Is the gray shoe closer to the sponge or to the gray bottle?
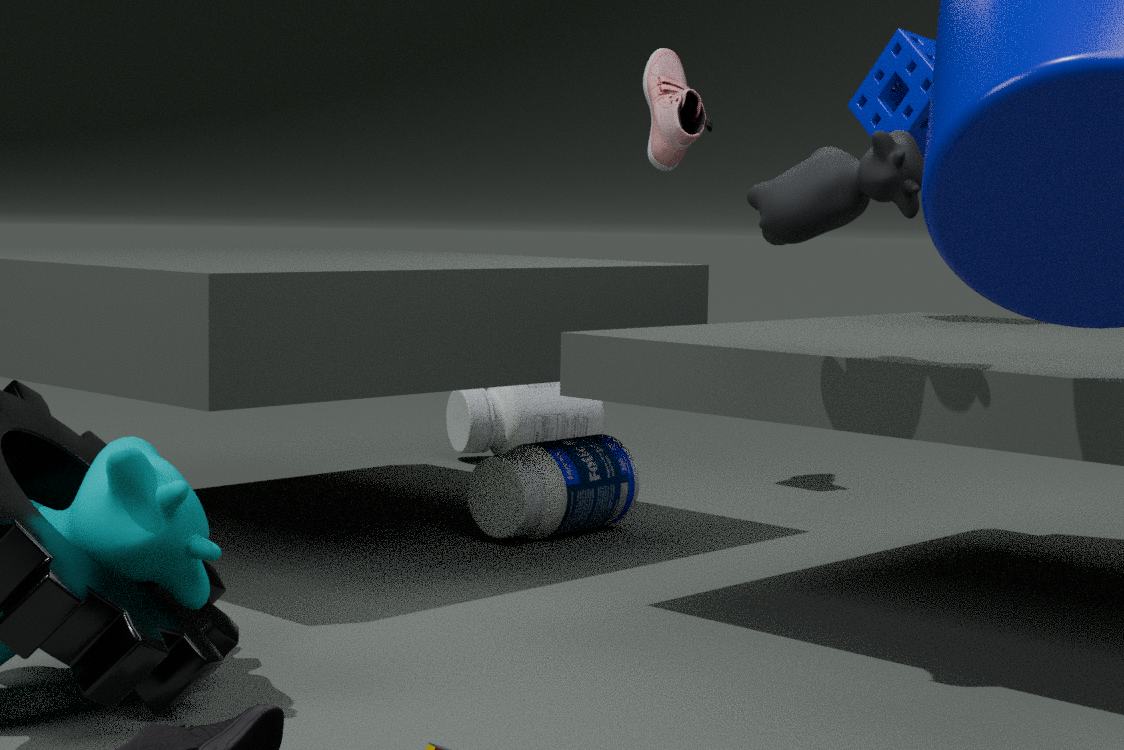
the sponge
